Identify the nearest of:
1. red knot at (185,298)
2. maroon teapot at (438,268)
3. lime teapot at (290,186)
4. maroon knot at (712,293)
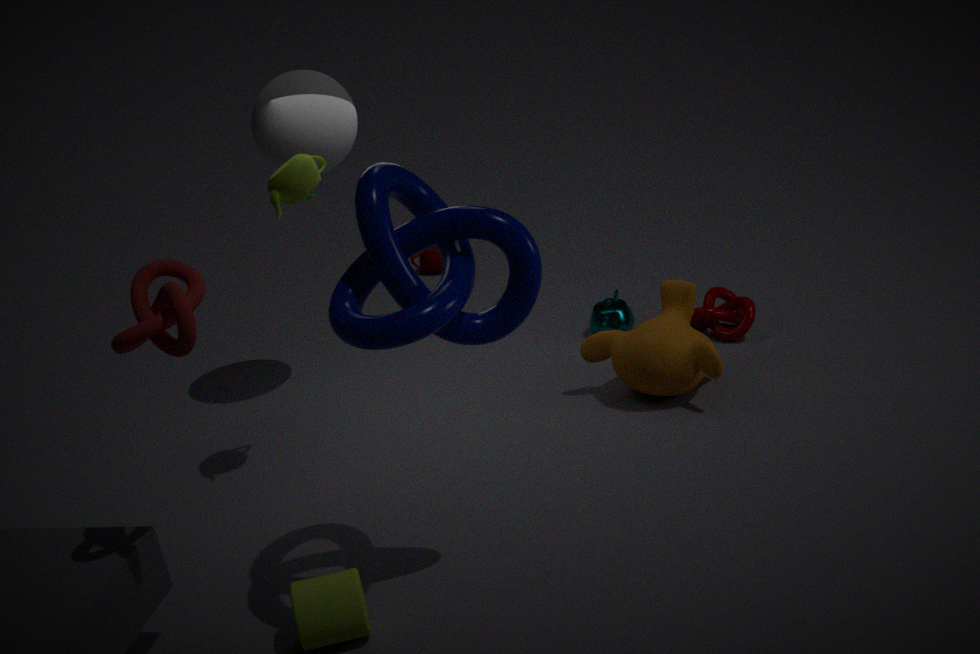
red knot at (185,298)
